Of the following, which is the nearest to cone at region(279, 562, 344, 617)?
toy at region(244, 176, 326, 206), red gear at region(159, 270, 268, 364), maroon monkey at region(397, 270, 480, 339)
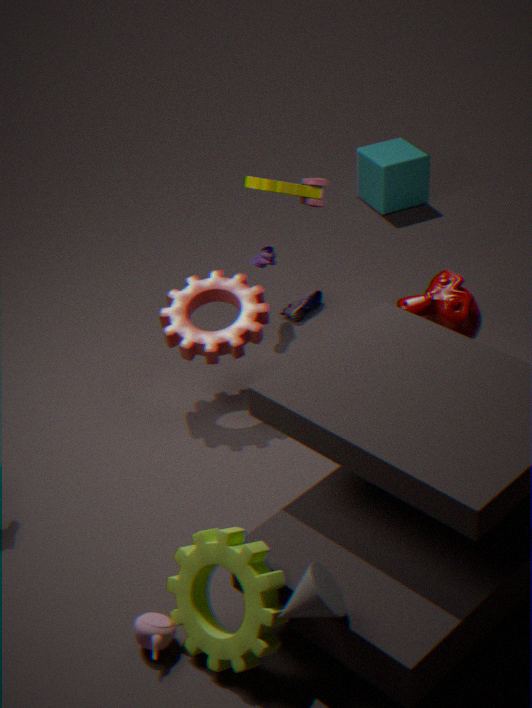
maroon monkey at region(397, 270, 480, 339)
